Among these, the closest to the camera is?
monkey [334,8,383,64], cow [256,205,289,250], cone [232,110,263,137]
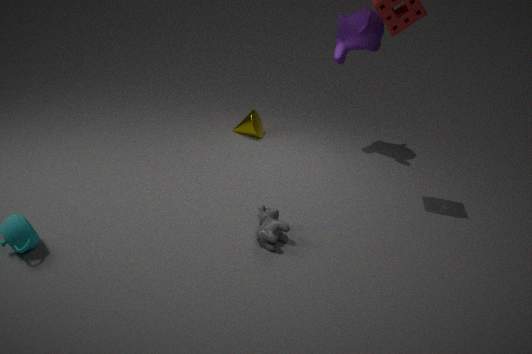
cow [256,205,289,250]
